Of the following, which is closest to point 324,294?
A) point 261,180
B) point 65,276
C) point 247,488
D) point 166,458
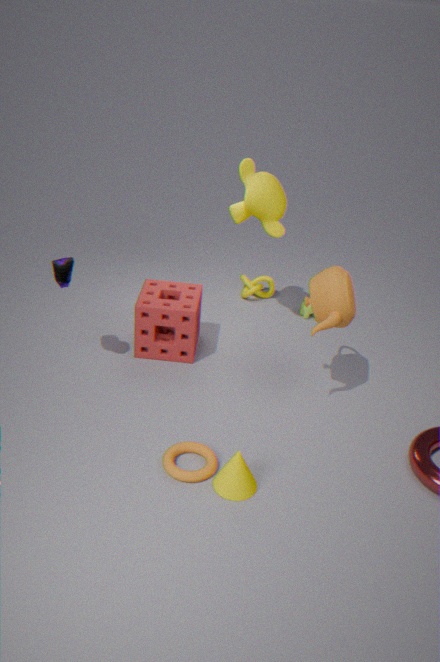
point 261,180
